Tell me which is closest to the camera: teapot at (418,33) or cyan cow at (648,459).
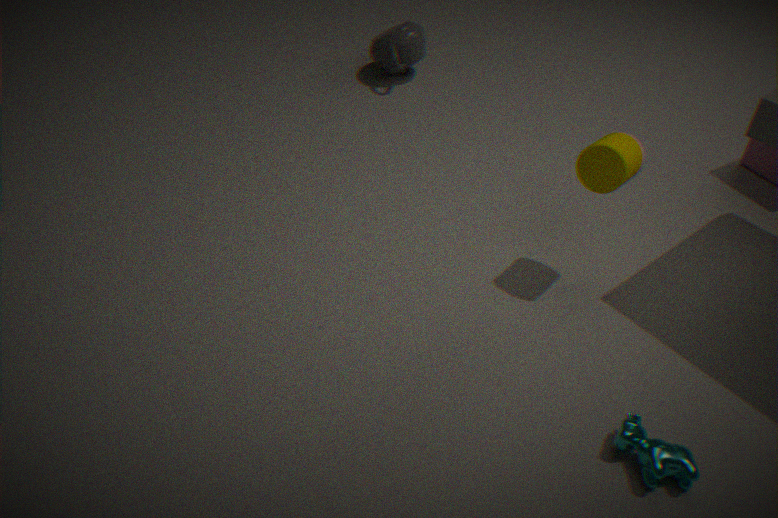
cyan cow at (648,459)
